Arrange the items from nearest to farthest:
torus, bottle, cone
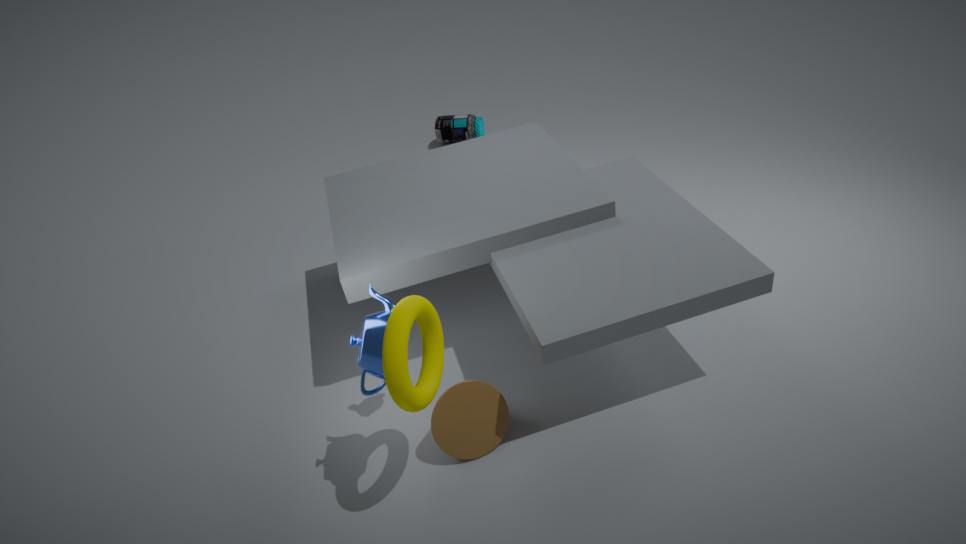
torus
cone
bottle
